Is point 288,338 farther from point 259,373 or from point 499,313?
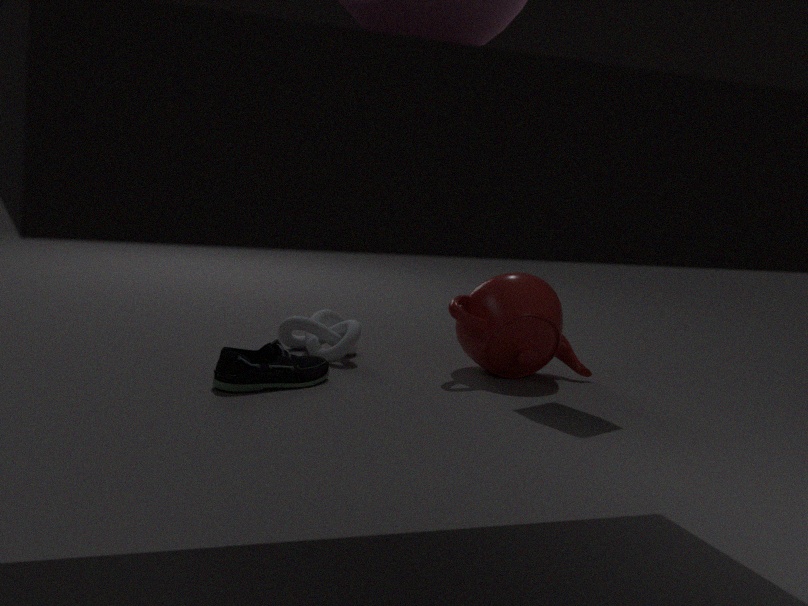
point 499,313
